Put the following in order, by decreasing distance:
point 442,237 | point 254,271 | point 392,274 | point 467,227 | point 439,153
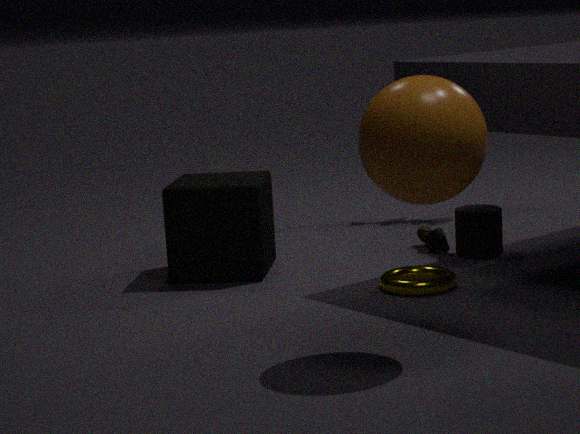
point 442,237 < point 467,227 < point 254,271 < point 392,274 < point 439,153
